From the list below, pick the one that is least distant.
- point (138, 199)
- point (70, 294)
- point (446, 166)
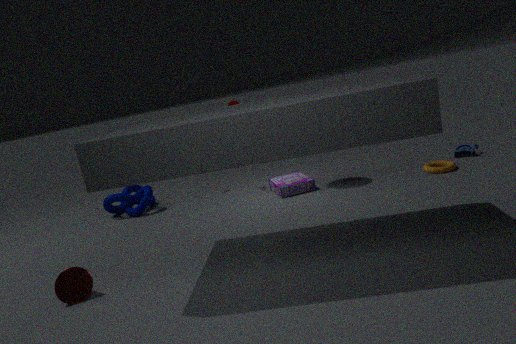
point (70, 294)
